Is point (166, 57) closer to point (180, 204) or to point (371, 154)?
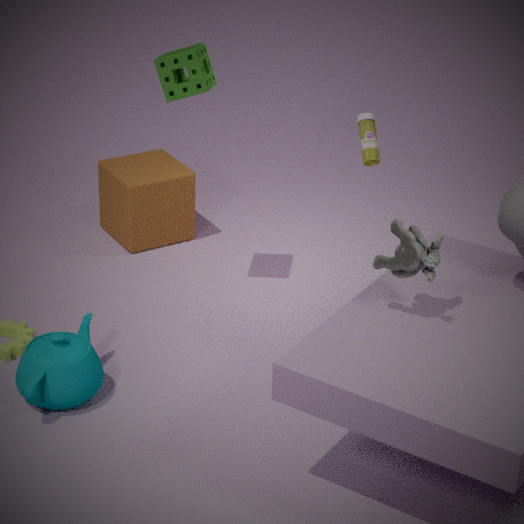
point (371, 154)
